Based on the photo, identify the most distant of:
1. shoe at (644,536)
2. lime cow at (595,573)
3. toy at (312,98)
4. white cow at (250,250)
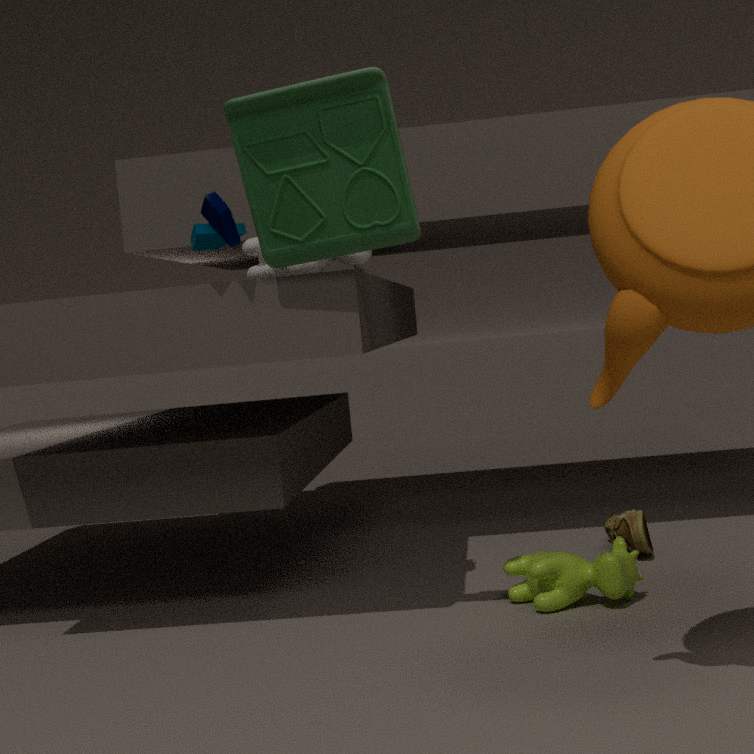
shoe at (644,536)
